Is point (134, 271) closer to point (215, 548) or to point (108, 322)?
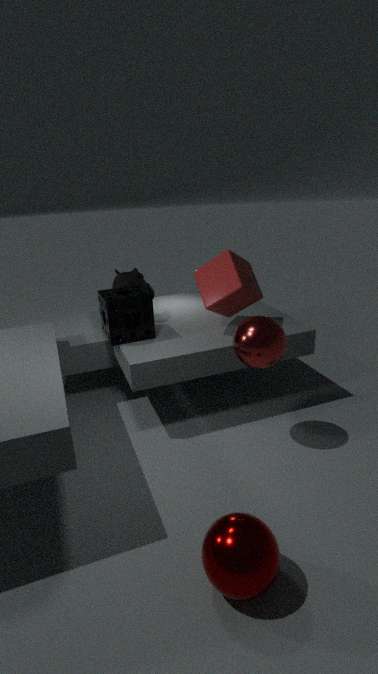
point (108, 322)
